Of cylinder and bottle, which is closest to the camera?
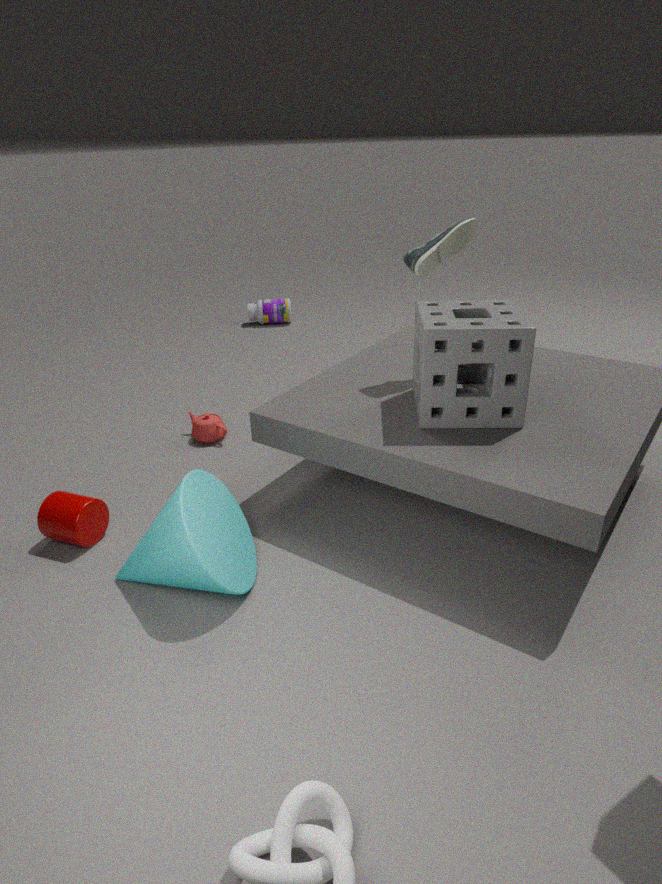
cylinder
